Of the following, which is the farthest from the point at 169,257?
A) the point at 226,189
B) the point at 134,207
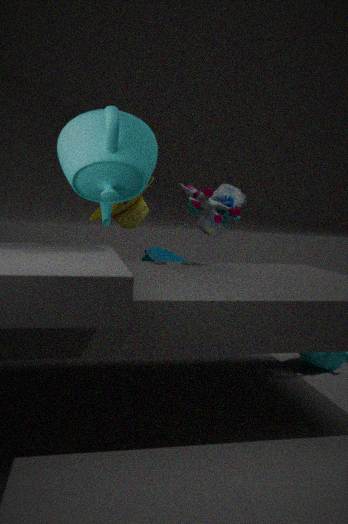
the point at 226,189
